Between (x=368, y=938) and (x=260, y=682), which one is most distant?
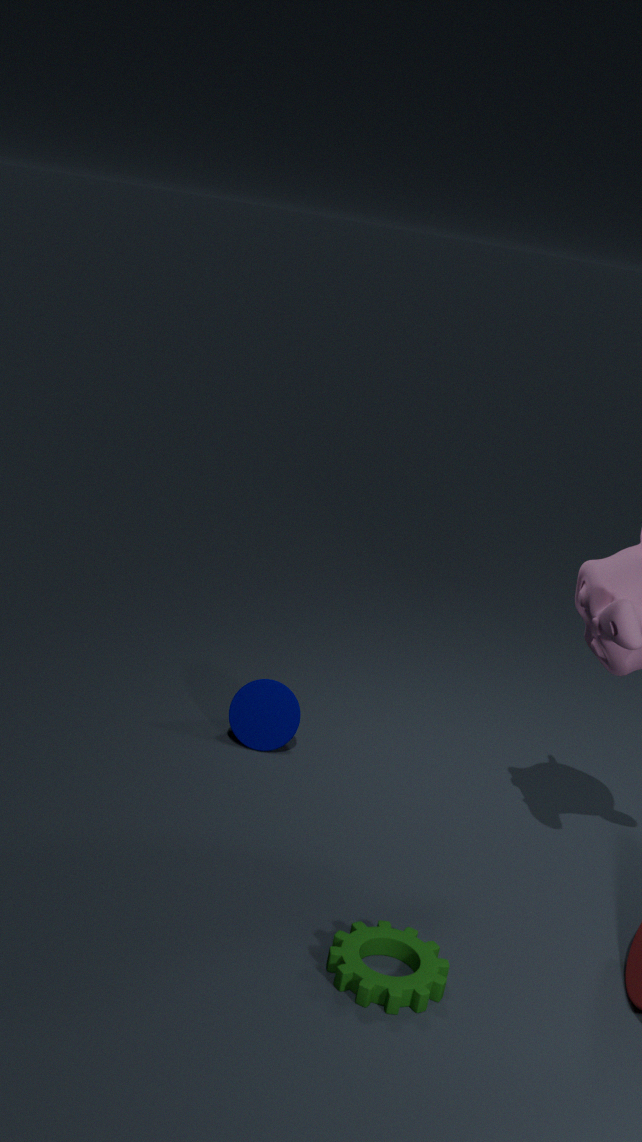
(x=260, y=682)
